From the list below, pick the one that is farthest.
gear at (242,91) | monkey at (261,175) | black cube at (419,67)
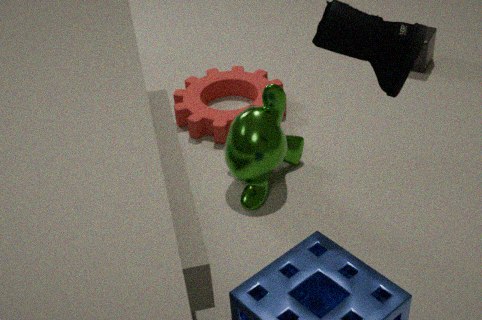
black cube at (419,67)
